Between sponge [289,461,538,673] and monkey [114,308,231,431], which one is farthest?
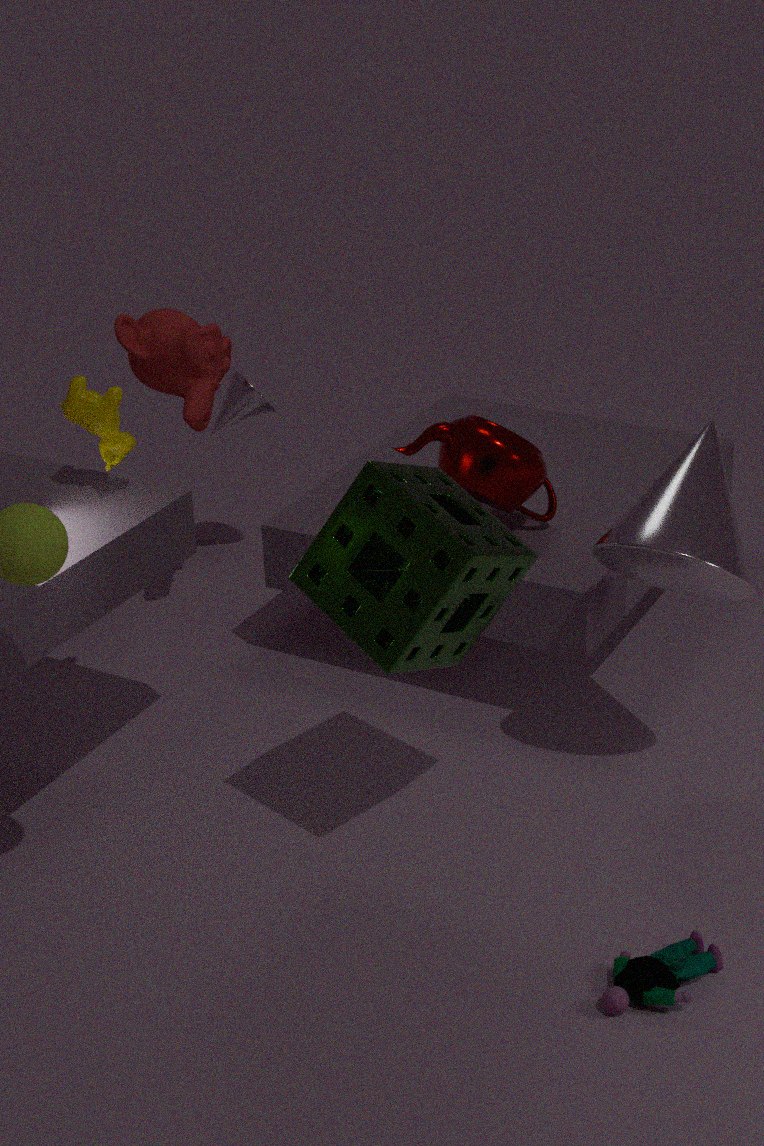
monkey [114,308,231,431]
